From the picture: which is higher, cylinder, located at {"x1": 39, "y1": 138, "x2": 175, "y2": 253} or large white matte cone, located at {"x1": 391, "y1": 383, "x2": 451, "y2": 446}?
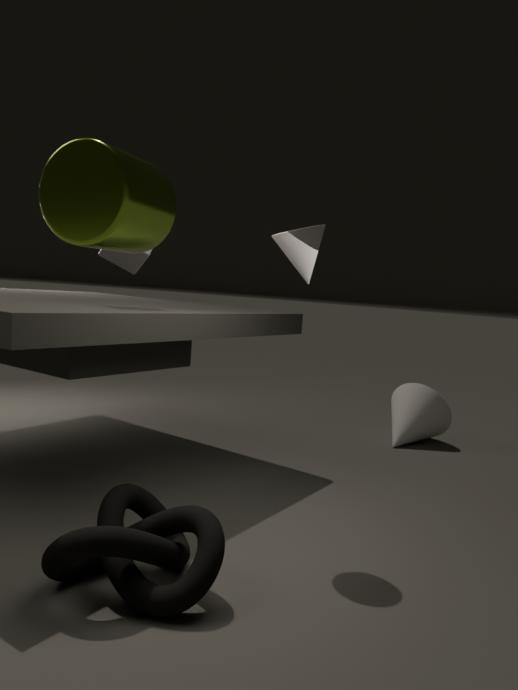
cylinder, located at {"x1": 39, "y1": 138, "x2": 175, "y2": 253}
